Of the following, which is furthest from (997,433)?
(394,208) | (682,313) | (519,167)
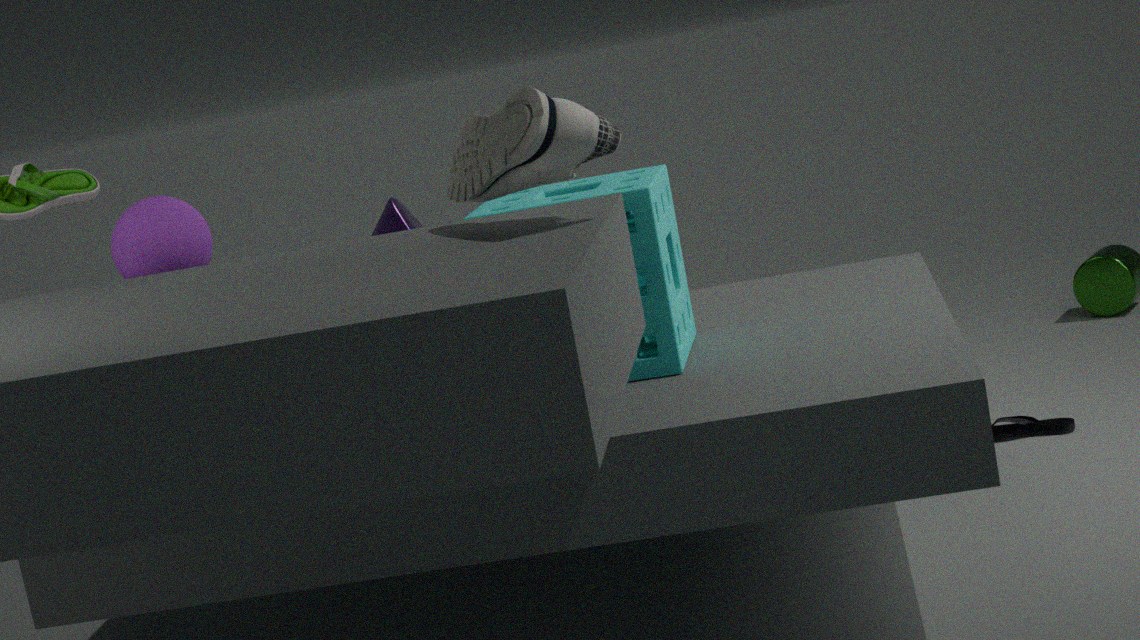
(519,167)
